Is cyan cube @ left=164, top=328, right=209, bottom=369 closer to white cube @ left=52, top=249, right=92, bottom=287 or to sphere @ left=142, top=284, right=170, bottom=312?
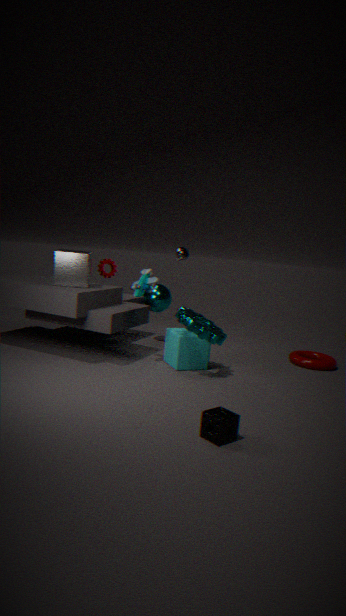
sphere @ left=142, top=284, right=170, bottom=312
